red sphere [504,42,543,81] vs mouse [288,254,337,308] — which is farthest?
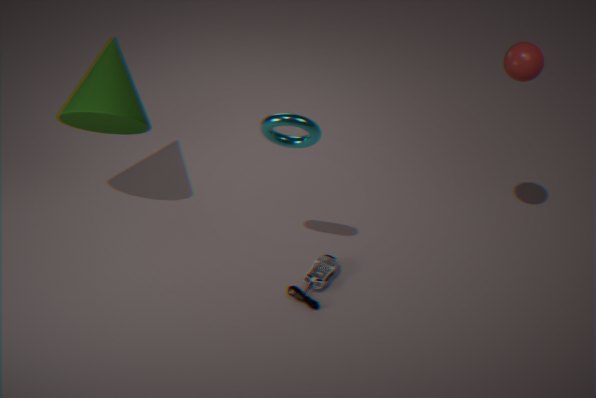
mouse [288,254,337,308]
